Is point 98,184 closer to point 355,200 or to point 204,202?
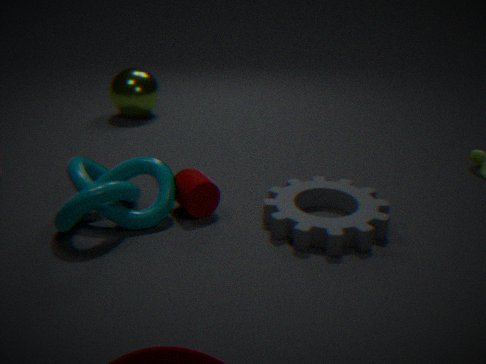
point 204,202
